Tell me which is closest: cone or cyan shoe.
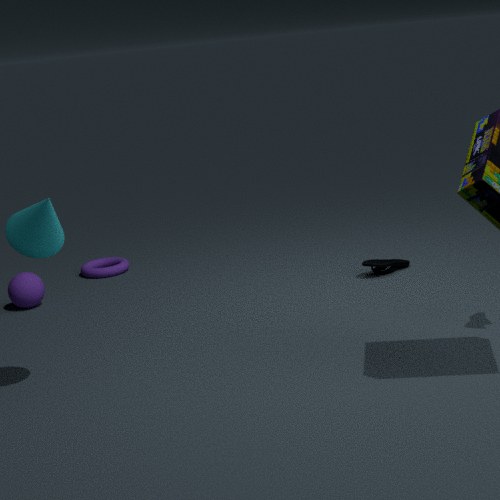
cone
